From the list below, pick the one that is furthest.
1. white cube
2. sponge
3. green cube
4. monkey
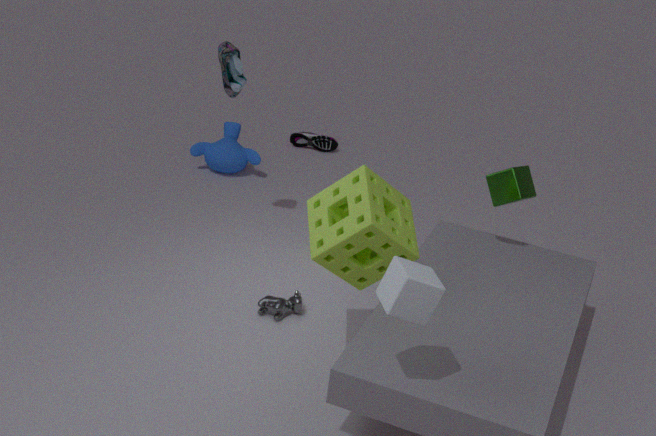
monkey
